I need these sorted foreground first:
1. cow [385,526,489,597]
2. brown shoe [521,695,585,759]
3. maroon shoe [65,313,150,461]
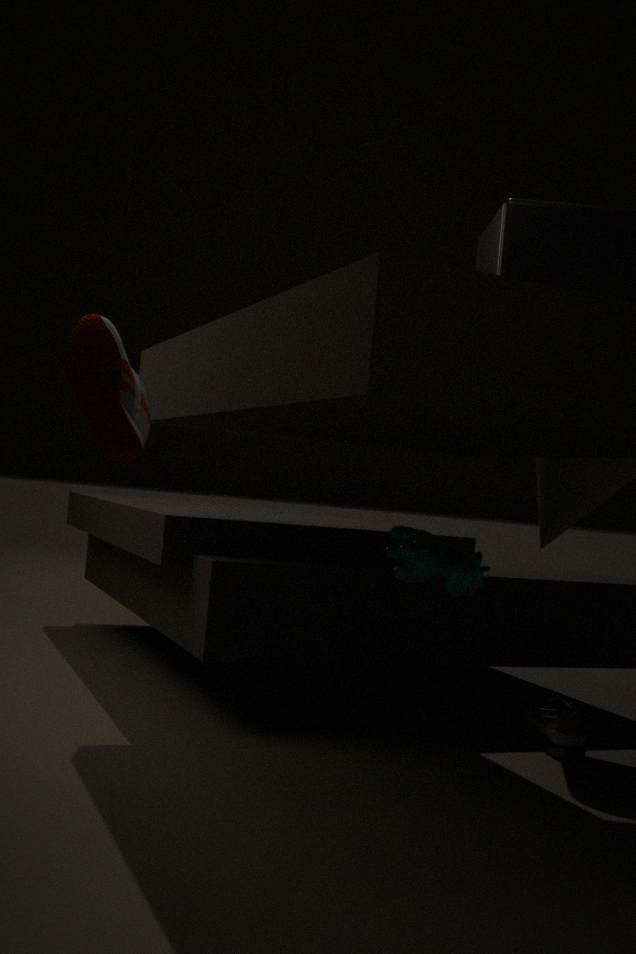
maroon shoe [65,313,150,461] < cow [385,526,489,597] < brown shoe [521,695,585,759]
